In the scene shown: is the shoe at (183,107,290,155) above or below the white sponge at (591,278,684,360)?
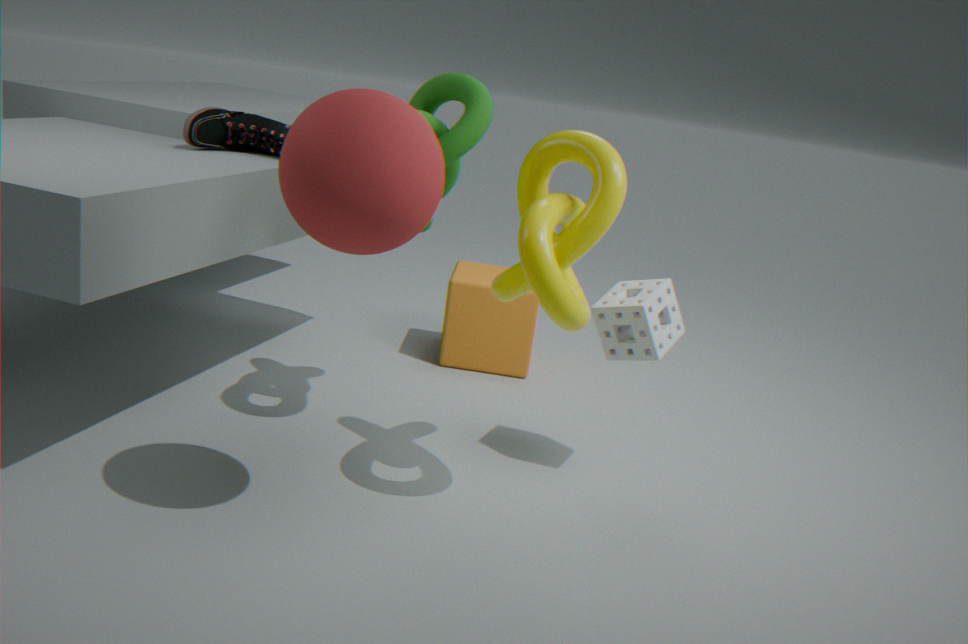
above
